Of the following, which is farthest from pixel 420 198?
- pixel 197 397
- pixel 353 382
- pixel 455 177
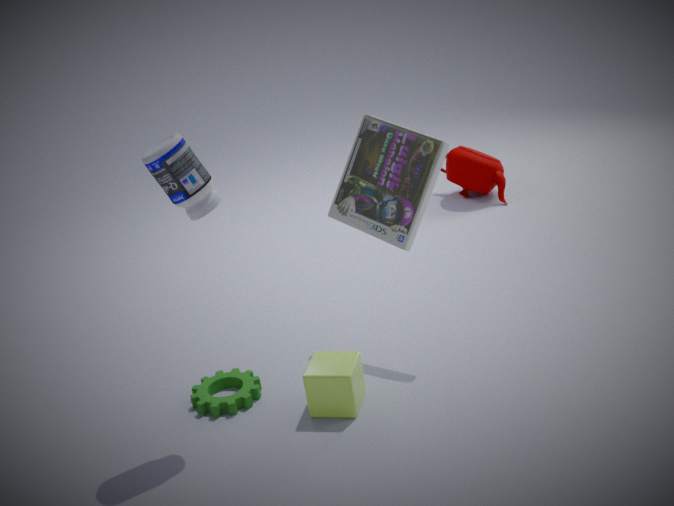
pixel 455 177
